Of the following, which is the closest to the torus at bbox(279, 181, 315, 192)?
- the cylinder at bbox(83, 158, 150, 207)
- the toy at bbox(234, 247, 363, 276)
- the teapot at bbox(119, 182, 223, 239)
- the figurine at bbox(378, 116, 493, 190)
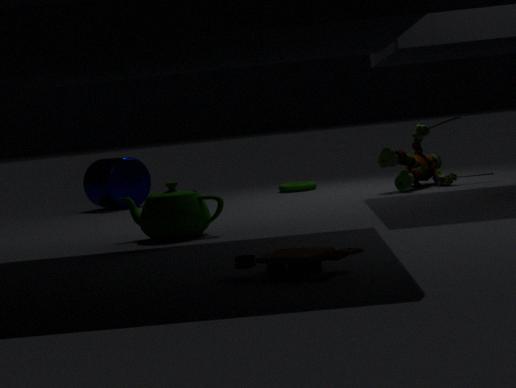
the figurine at bbox(378, 116, 493, 190)
